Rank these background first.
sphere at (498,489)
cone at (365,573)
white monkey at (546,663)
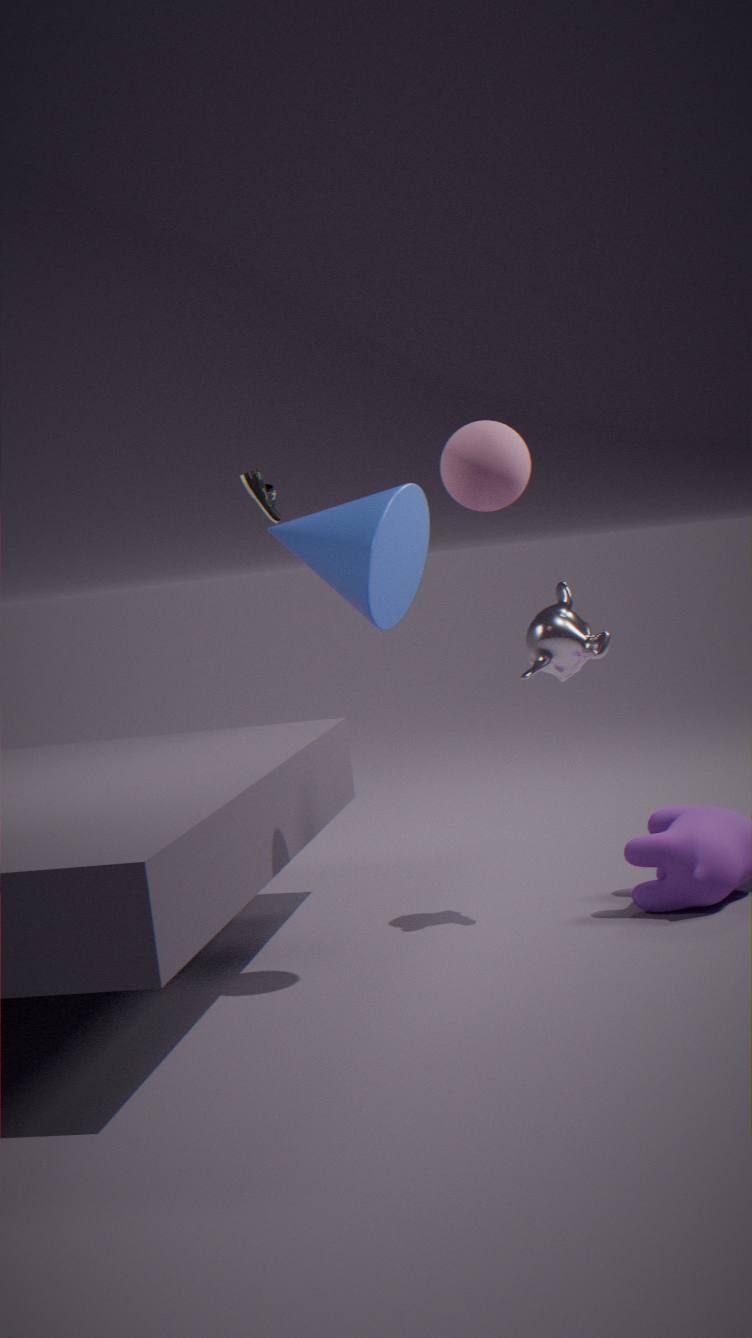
cone at (365,573) < white monkey at (546,663) < sphere at (498,489)
